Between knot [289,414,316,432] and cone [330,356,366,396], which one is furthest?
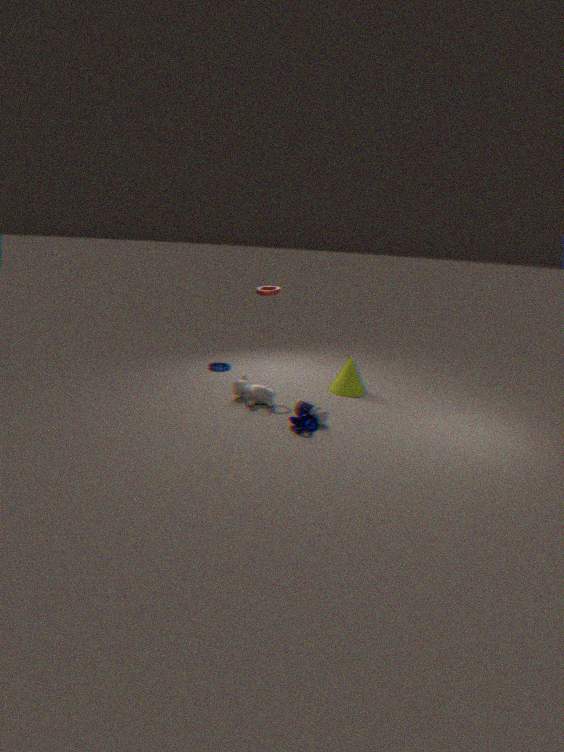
cone [330,356,366,396]
